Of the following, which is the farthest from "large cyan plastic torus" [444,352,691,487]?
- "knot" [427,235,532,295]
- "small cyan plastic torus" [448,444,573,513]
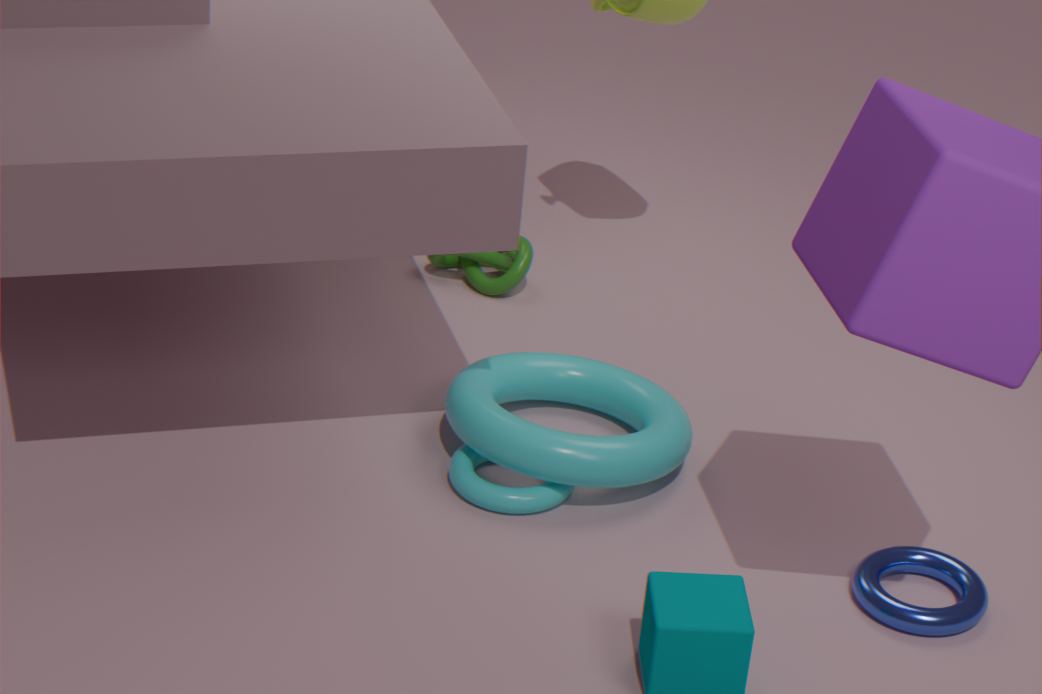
"knot" [427,235,532,295]
